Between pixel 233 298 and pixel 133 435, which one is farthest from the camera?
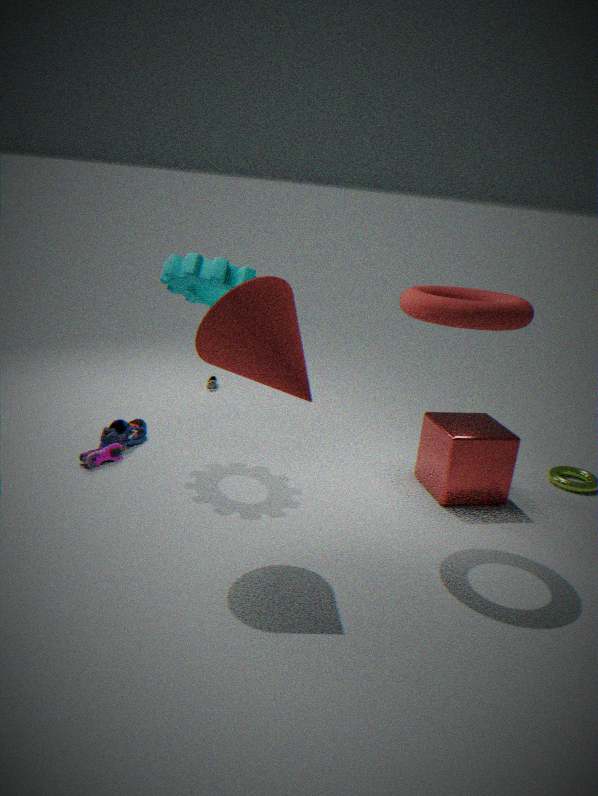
pixel 133 435
